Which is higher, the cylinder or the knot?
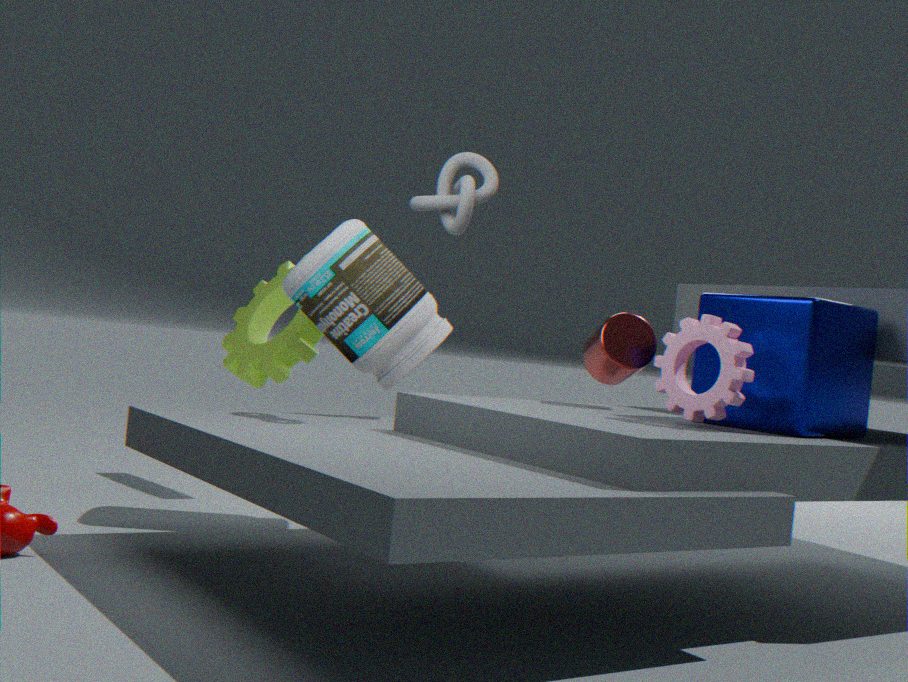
the knot
